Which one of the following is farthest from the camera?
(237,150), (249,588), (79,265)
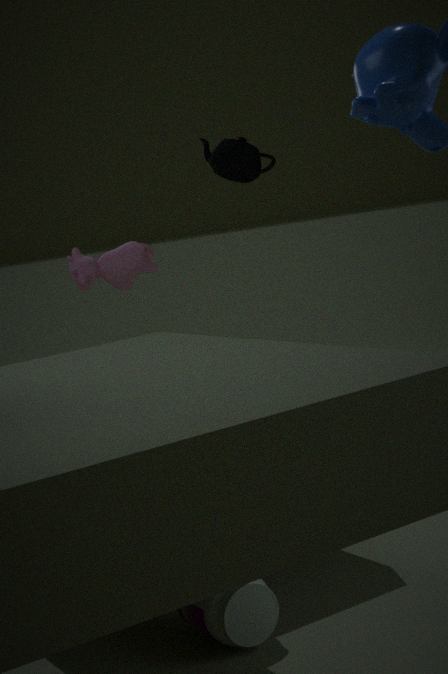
(237,150)
